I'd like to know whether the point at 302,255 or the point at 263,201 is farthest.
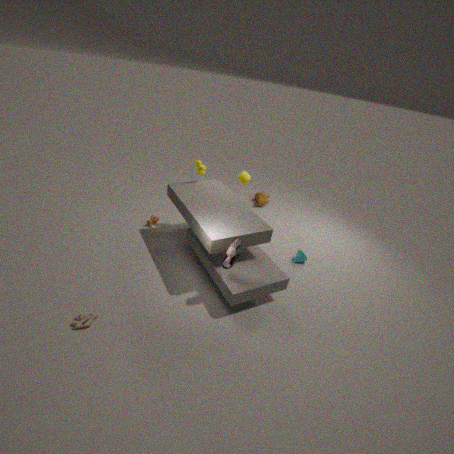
the point at 263,201
